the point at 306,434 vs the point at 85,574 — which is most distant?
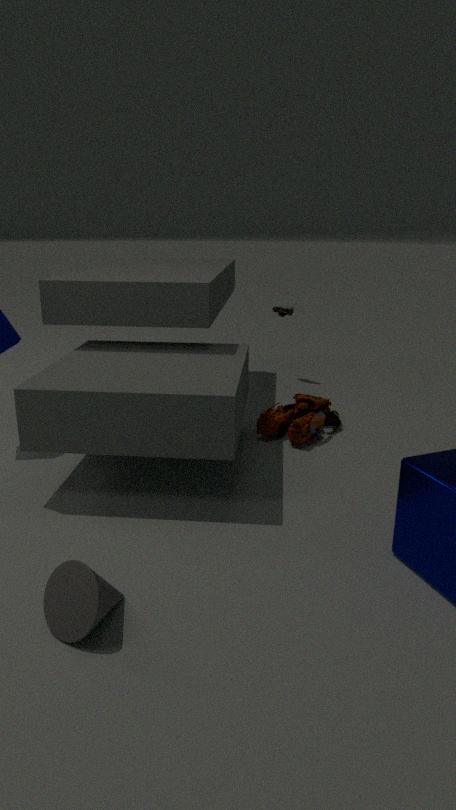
the point at 306,434
